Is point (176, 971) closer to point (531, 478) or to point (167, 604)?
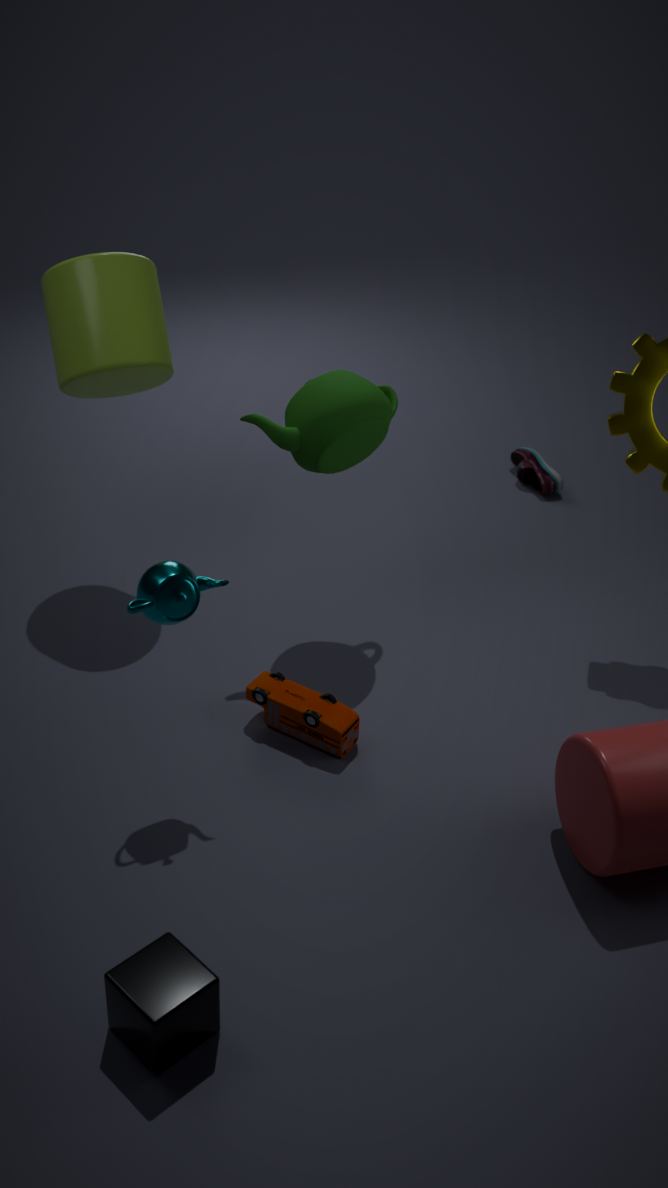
point (167, 604)
